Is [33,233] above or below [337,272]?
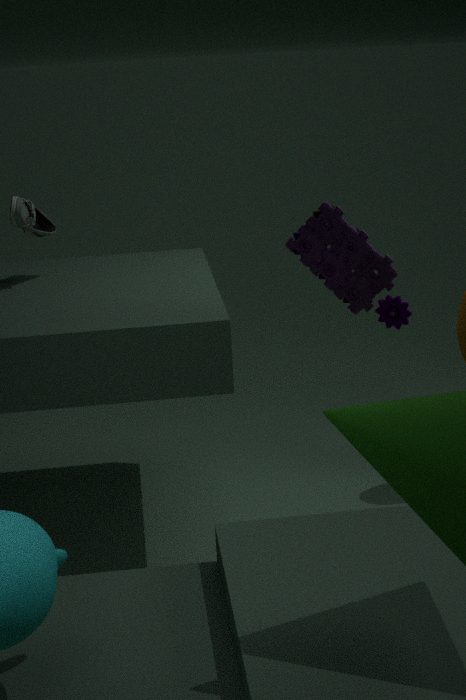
above
